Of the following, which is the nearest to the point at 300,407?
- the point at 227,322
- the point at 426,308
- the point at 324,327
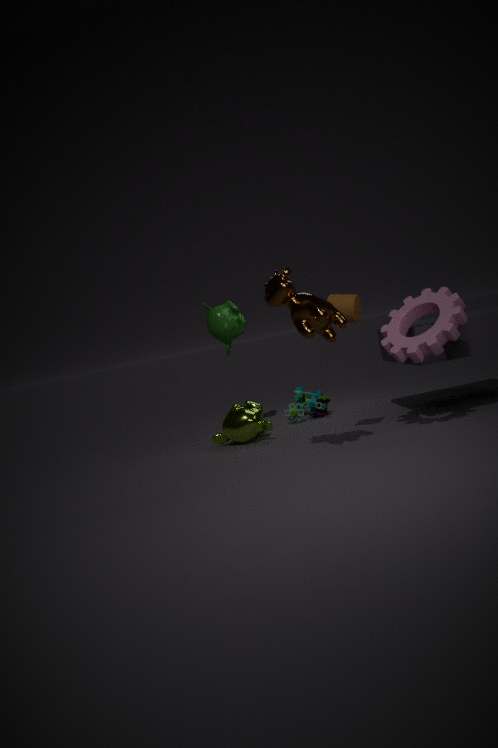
the point at 227,322
